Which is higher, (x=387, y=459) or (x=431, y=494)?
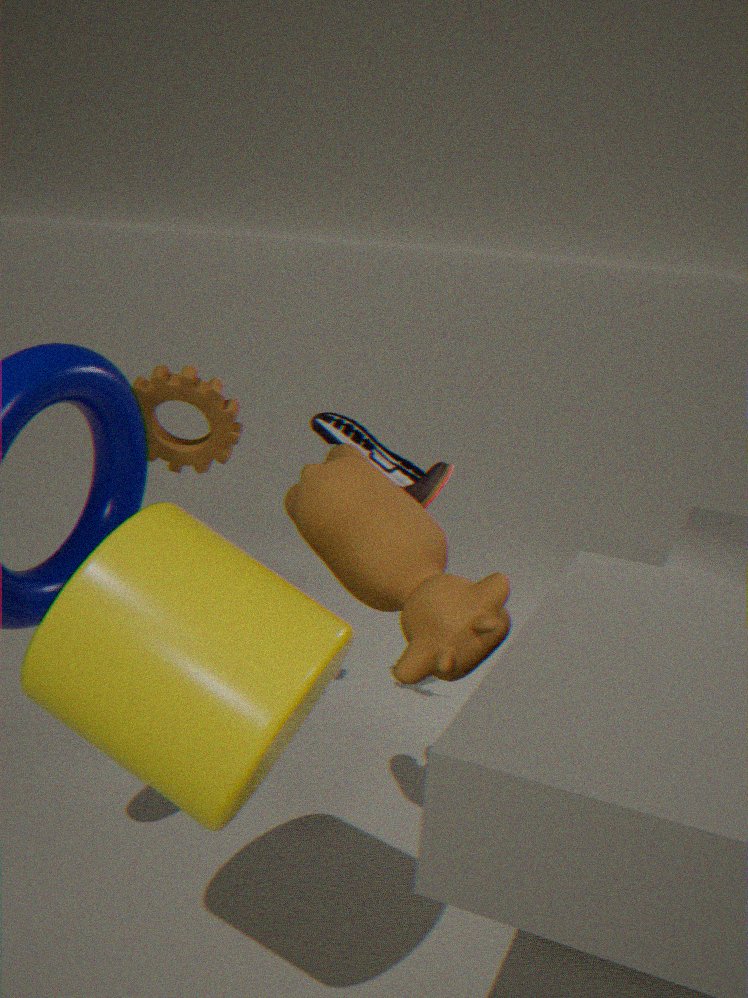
(x=431, y=494)
